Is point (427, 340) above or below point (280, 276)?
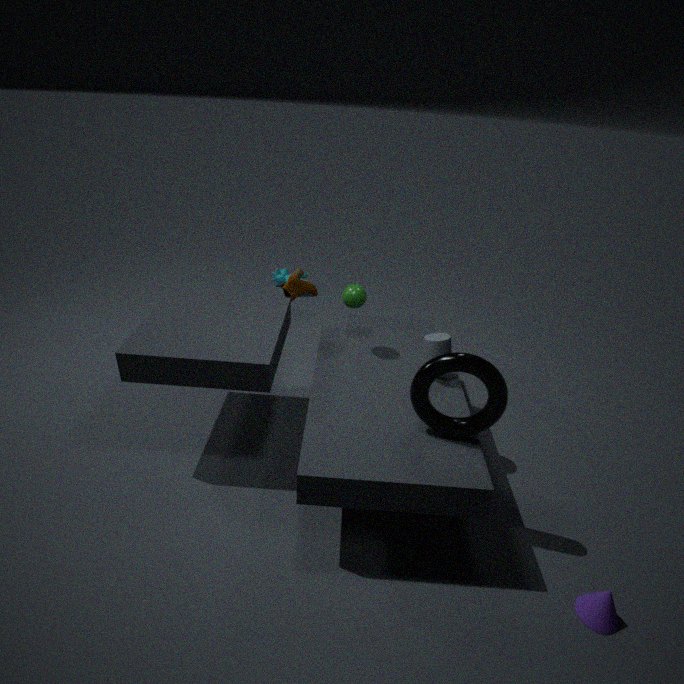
above
